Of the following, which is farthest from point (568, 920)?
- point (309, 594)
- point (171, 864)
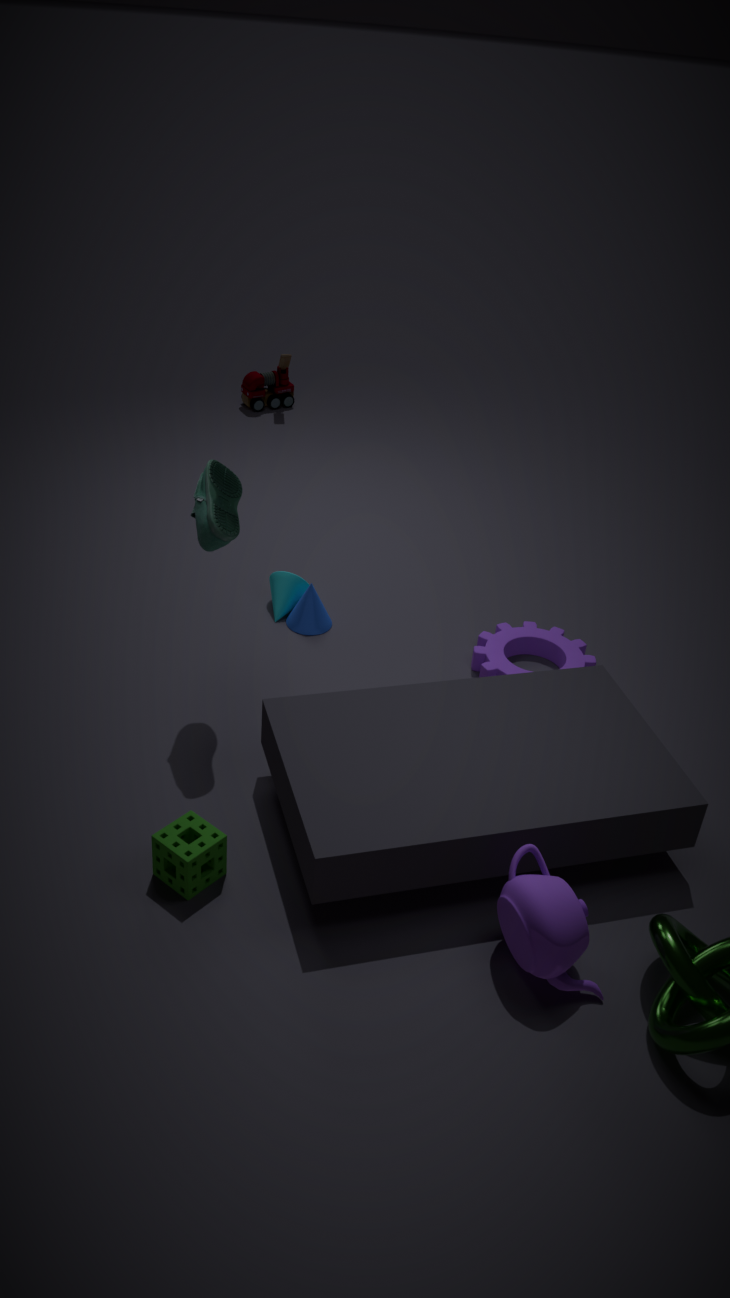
point (309, 594)
